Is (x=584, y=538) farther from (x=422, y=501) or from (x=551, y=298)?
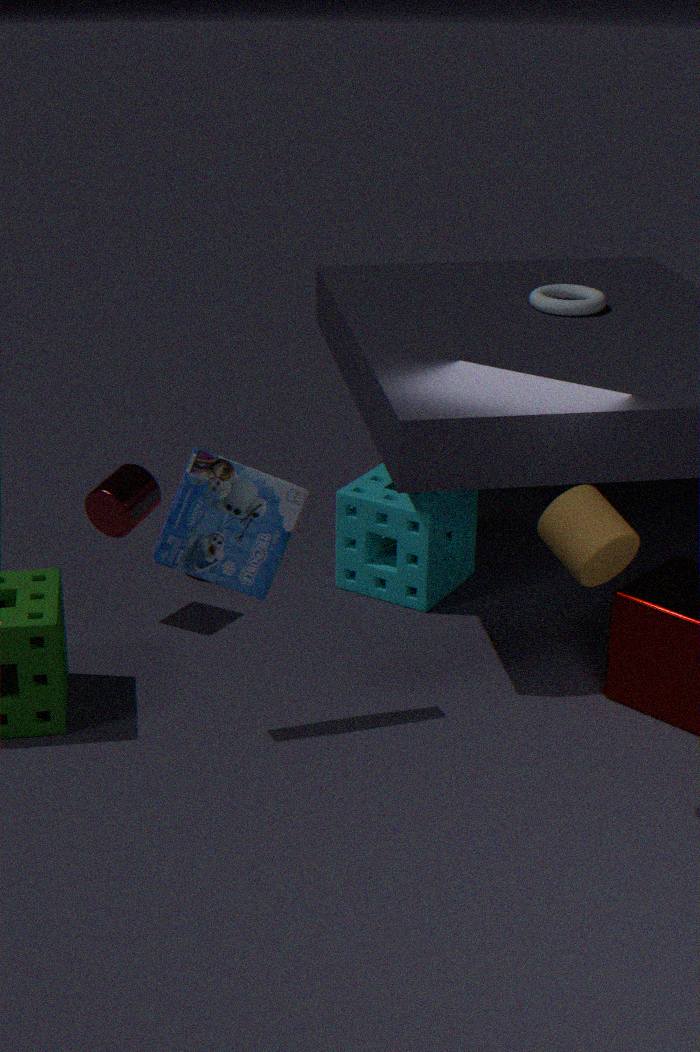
(x=551, y=298)
